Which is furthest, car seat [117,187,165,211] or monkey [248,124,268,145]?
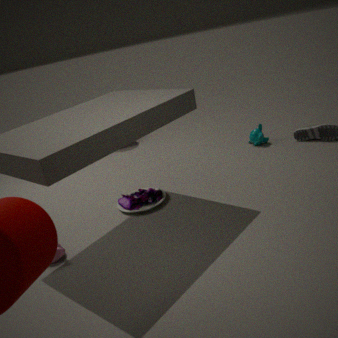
monkey [248,124,268,145]
